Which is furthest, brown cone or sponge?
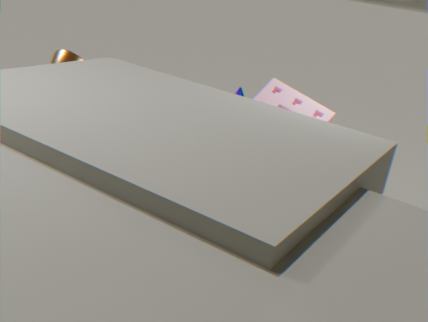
brown cone
